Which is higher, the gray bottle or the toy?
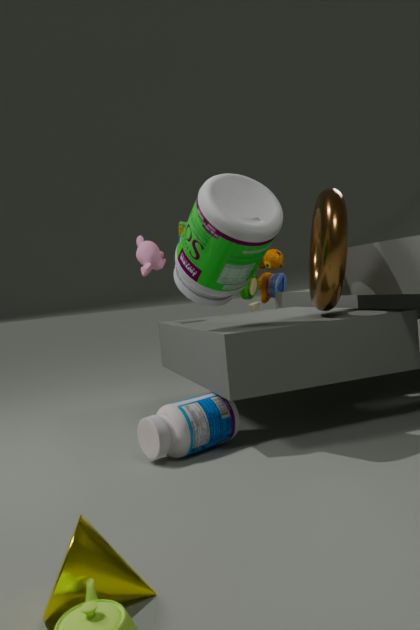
the toy
